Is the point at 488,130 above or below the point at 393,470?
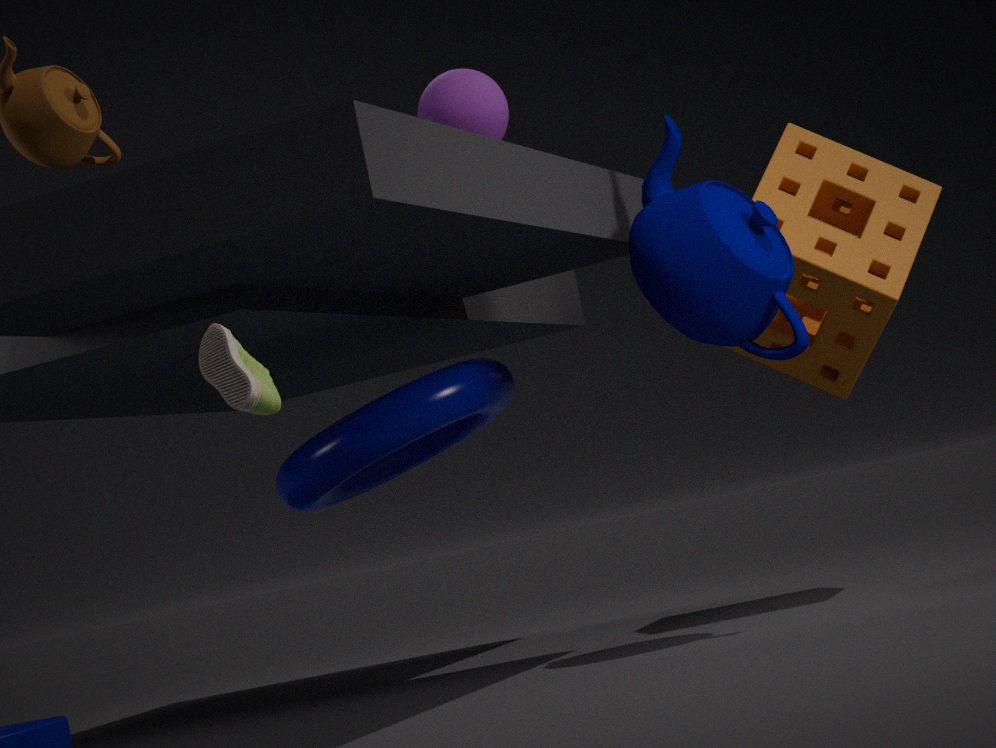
above
